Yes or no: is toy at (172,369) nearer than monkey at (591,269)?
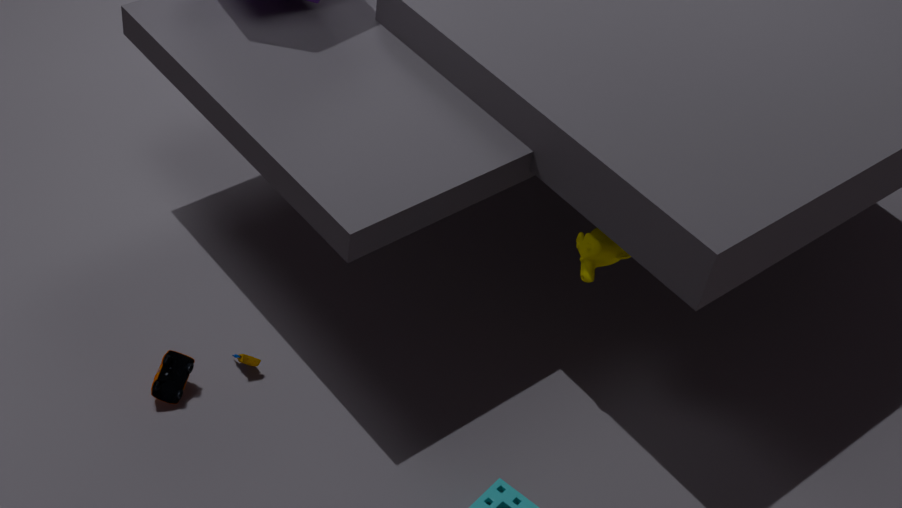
No
